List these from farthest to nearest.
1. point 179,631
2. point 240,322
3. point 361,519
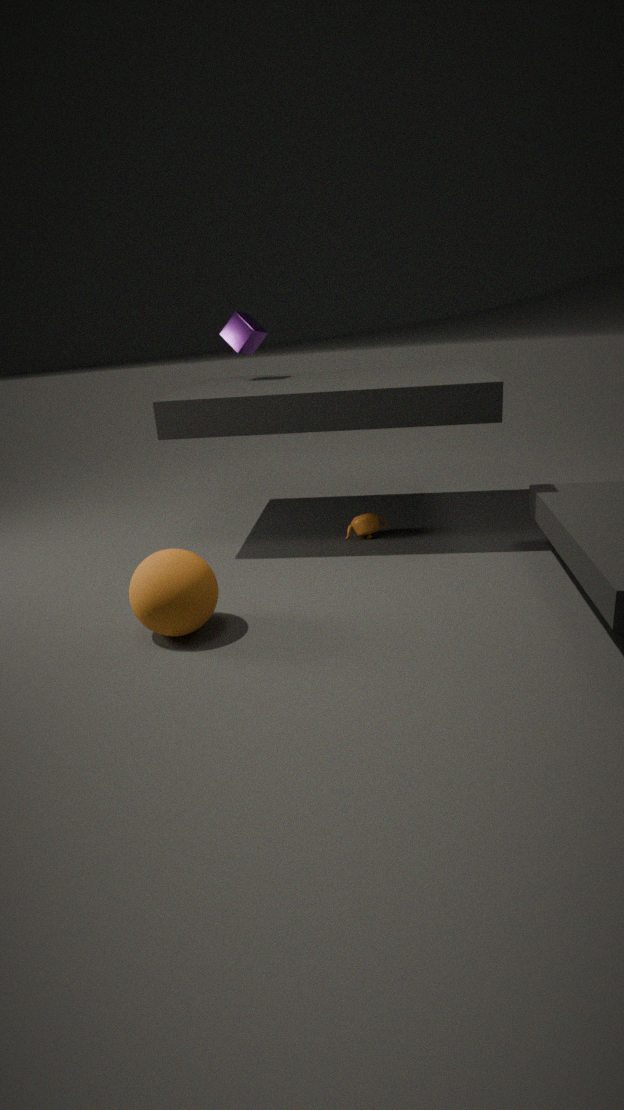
1. point 240,322
2. point 361,519
3. point 179,631
